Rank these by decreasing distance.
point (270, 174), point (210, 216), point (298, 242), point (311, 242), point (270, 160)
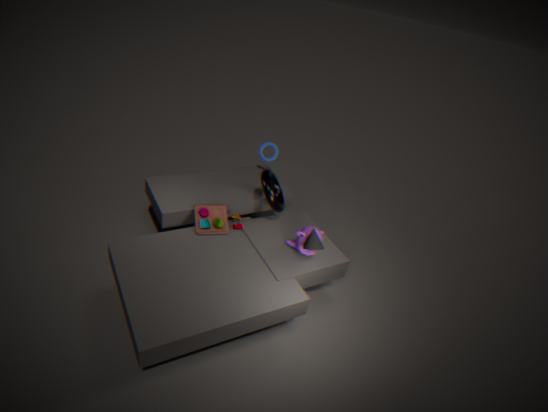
1. point (270, 160)
2. point (270, 174)
3. point (210, 216)
4. point (298, 242)
5. point (311, 242)
